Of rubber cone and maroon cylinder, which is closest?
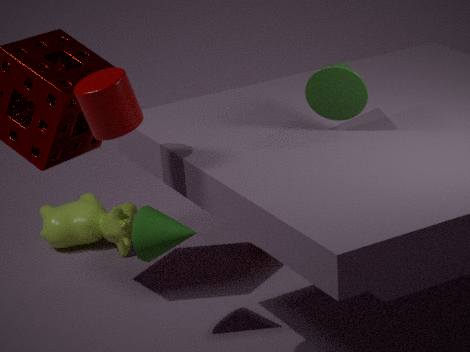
maroon cylinder
